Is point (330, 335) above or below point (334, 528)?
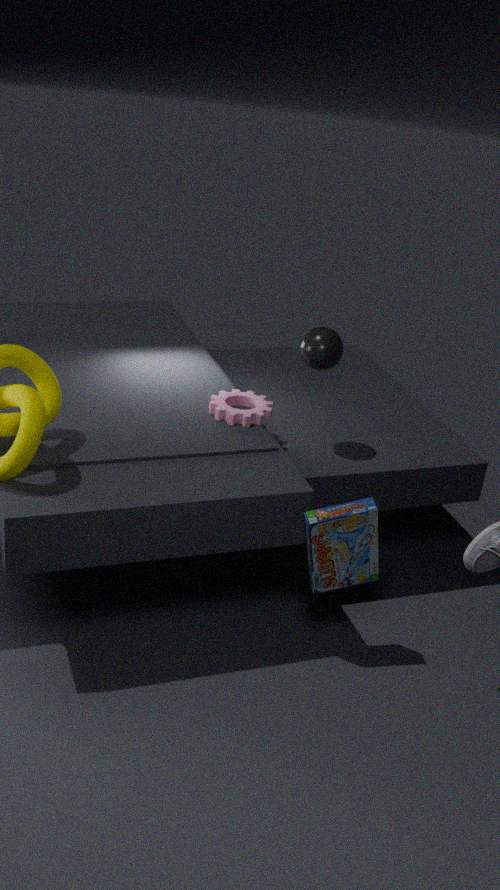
above
